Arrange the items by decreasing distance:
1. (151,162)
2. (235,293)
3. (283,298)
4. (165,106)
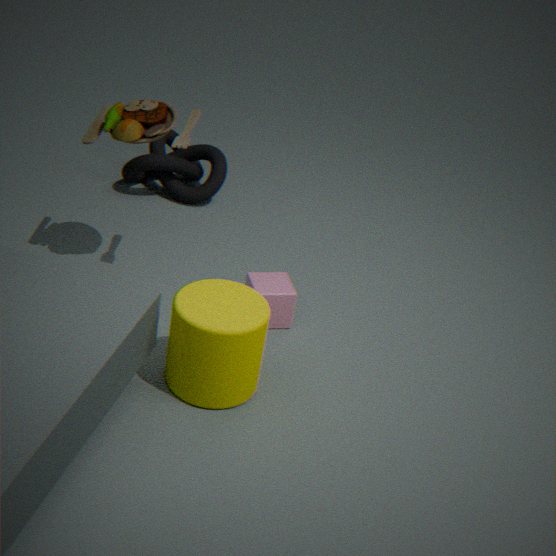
(151,162) < (283,298) < (165,106) < (235,293)
